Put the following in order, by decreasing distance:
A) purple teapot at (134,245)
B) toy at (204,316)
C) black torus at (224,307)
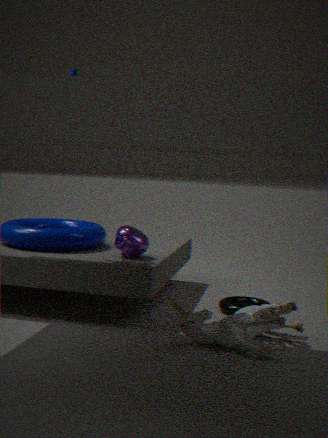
1. black torus at (224,307)
2. purple teapot at (134,245)
3. toy at (204,316)
